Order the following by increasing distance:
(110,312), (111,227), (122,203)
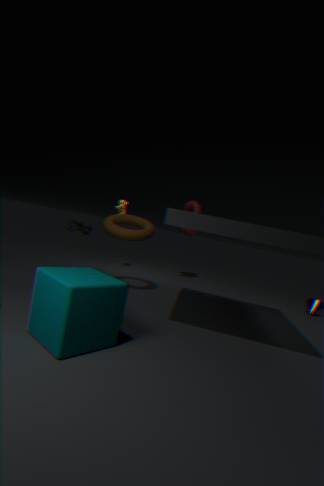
(110,312), (111,227), (122,203)
